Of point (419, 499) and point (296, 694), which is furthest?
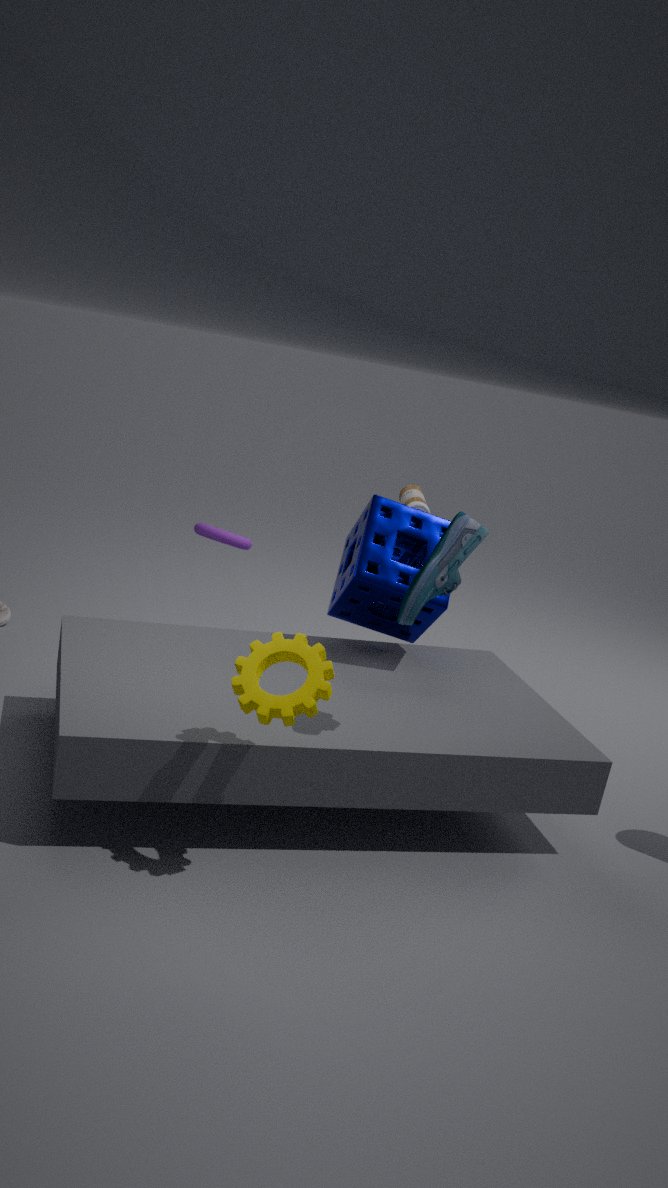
point (419, 499)
